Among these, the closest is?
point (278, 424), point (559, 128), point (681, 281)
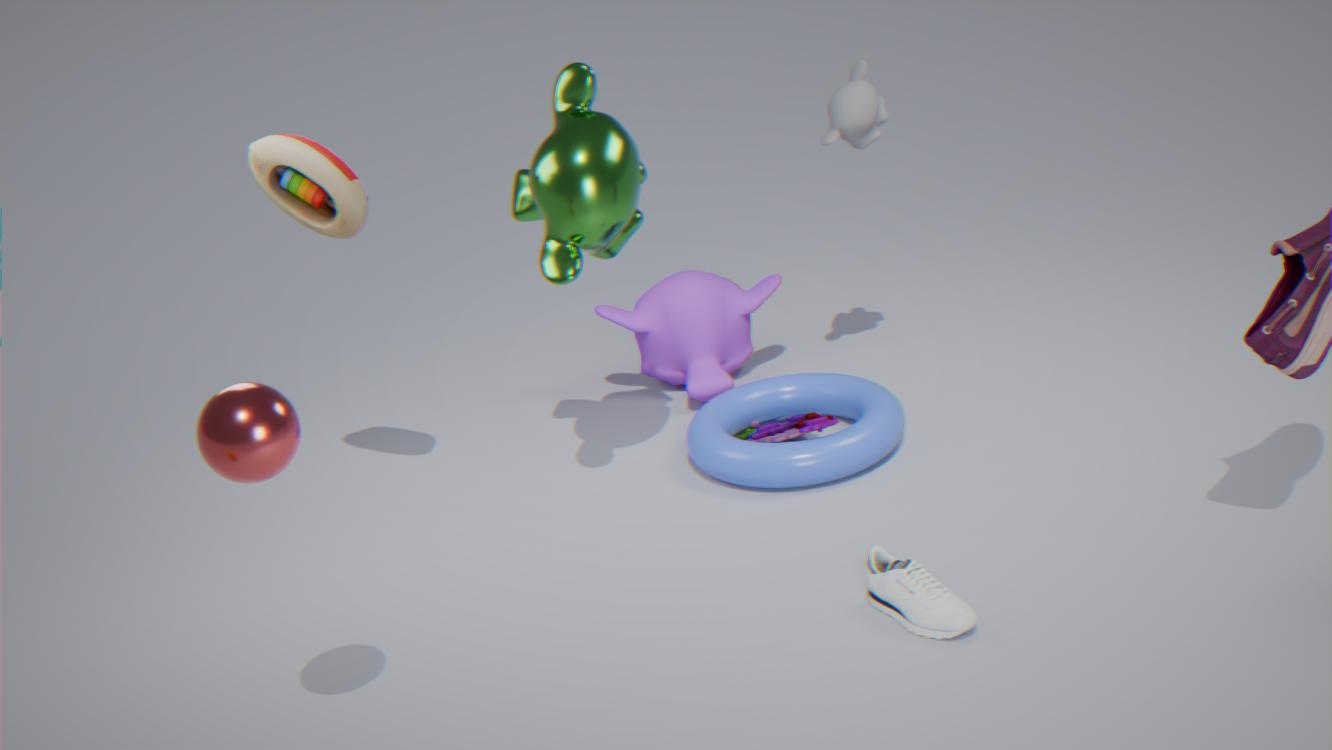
point (278, 424)
